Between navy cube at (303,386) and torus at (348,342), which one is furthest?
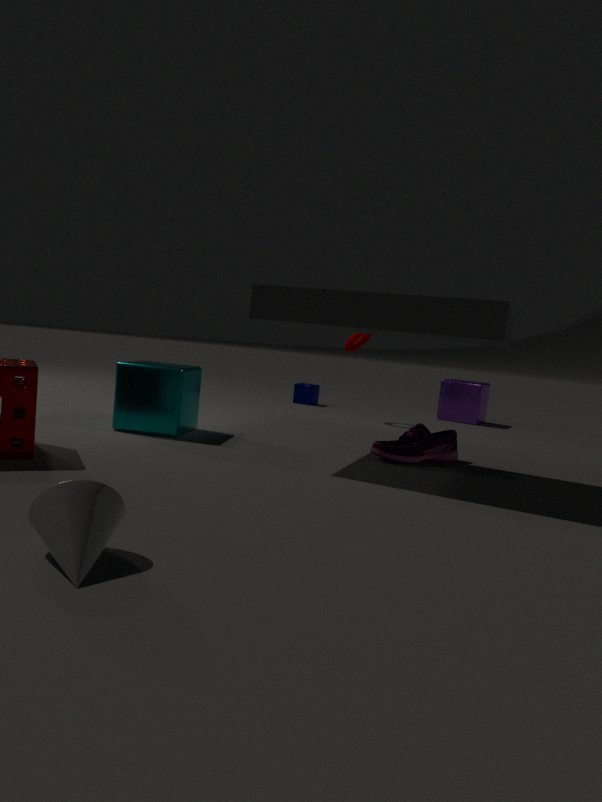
navy cube at (303,386)
